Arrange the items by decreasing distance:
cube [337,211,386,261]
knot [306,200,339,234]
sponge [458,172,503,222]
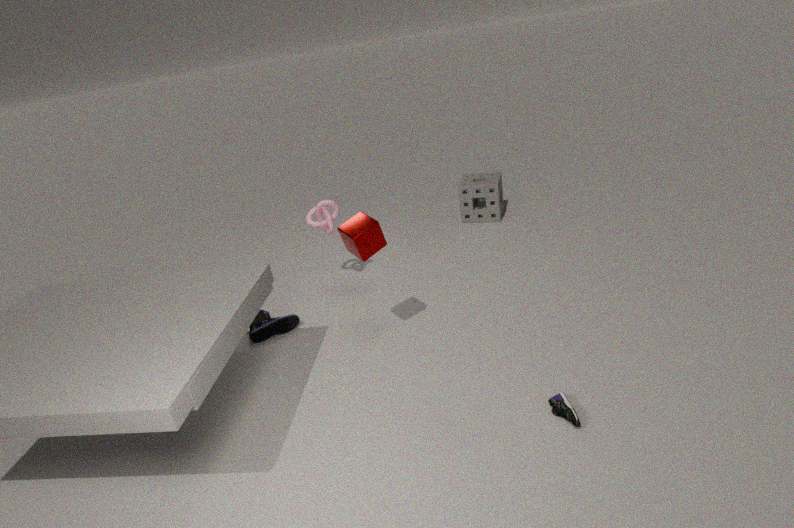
1. sponge [458,172,503,222]
2. knot [306,200,339,234]
3. cube [337,211,386,261]
